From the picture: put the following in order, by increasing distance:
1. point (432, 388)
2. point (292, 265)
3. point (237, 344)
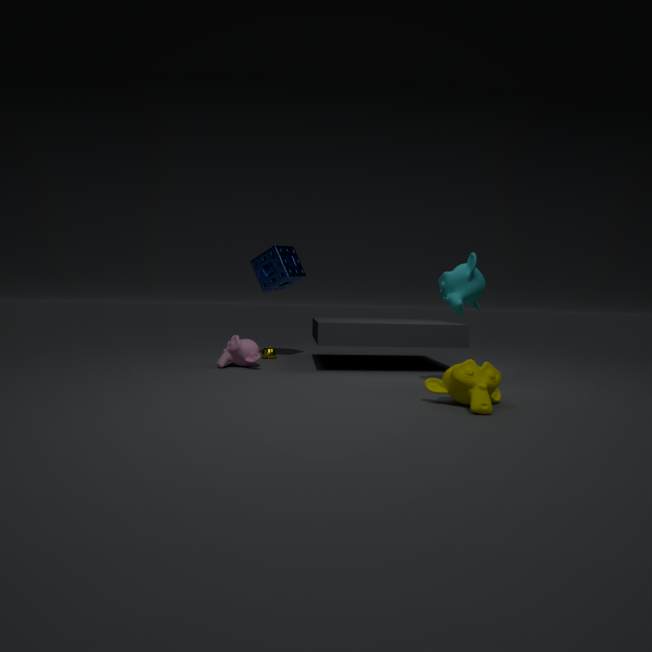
point (432, 388) → point (237, 344) → point (292, 265)
